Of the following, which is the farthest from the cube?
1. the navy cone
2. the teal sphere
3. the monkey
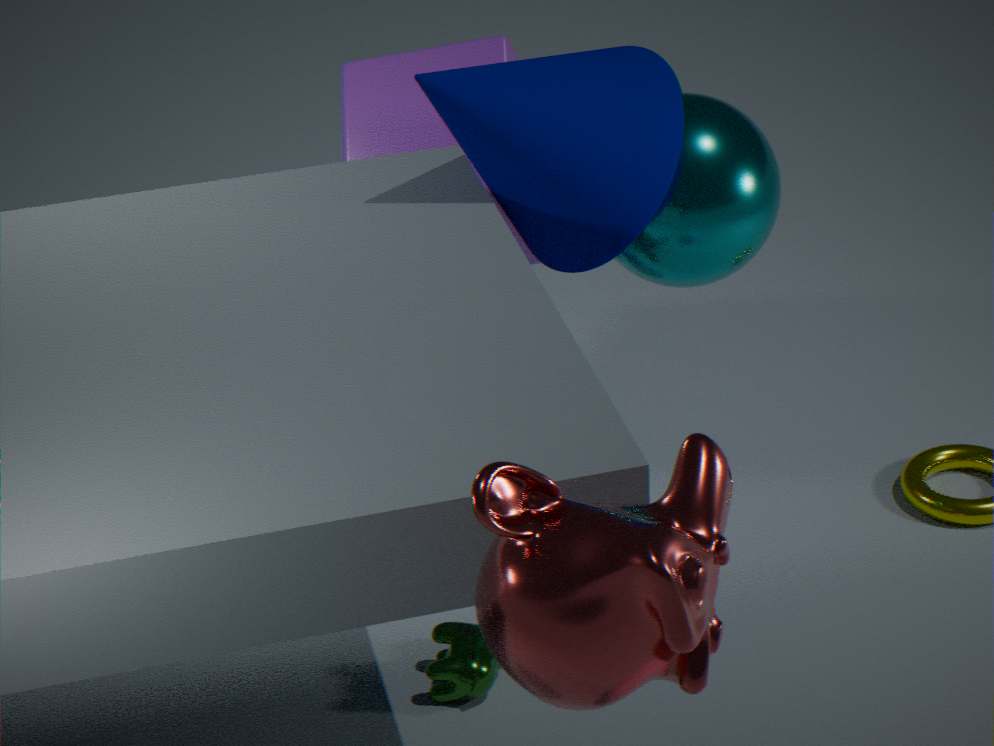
the monkey
